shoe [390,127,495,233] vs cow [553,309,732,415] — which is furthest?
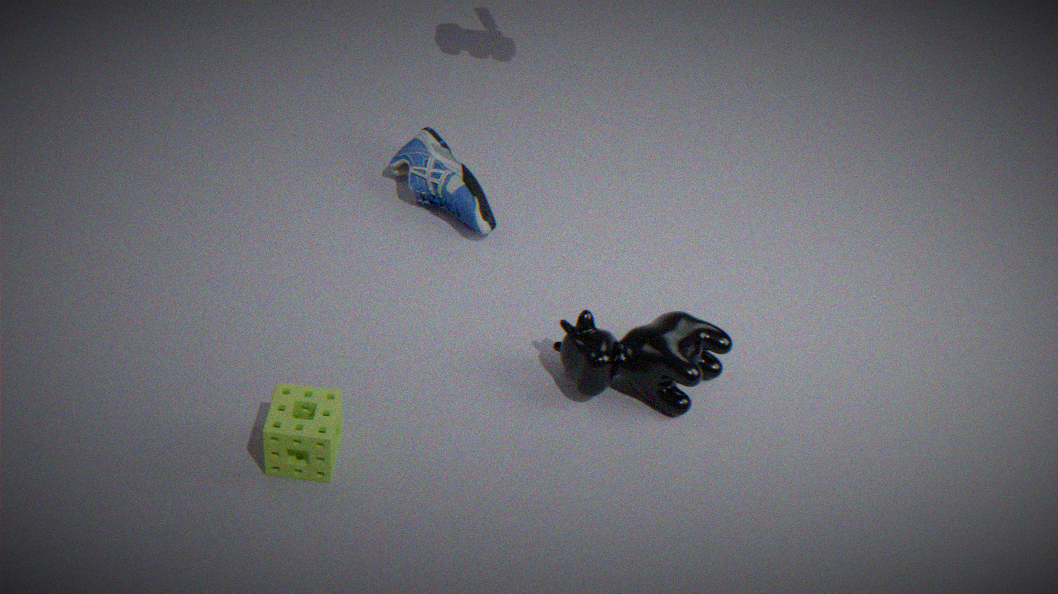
shoe [390,127,495,233]
